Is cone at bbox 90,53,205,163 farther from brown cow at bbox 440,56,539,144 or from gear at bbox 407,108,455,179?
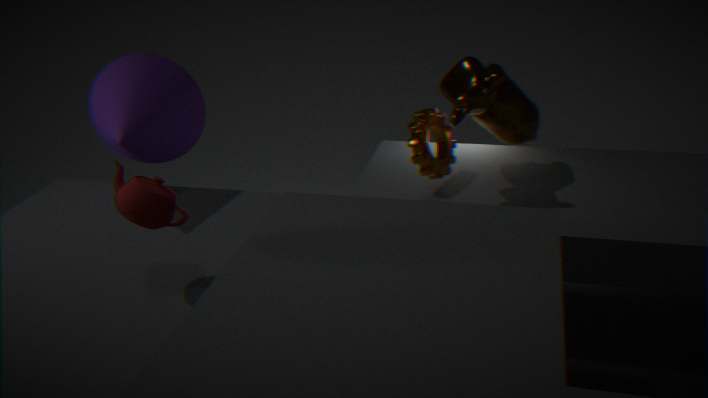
brown cow at bbox 440,56,539,144
